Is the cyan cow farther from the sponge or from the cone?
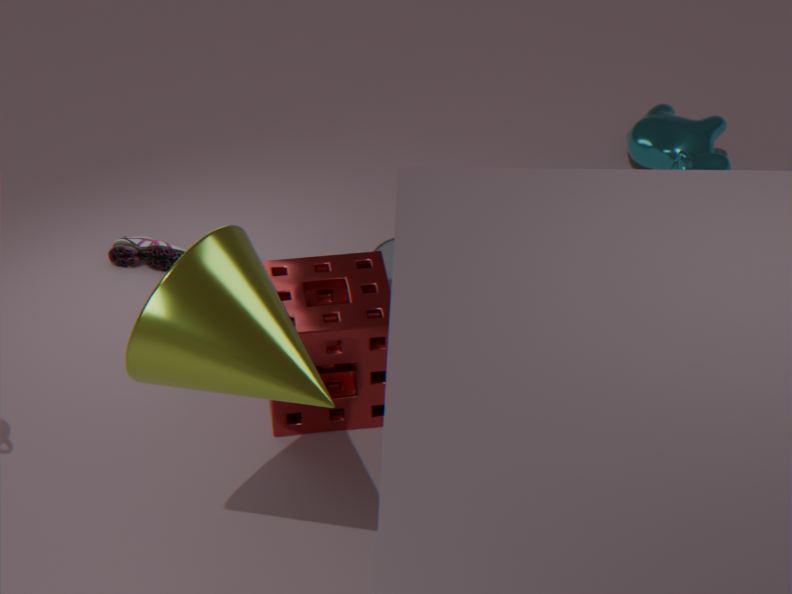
the cone
